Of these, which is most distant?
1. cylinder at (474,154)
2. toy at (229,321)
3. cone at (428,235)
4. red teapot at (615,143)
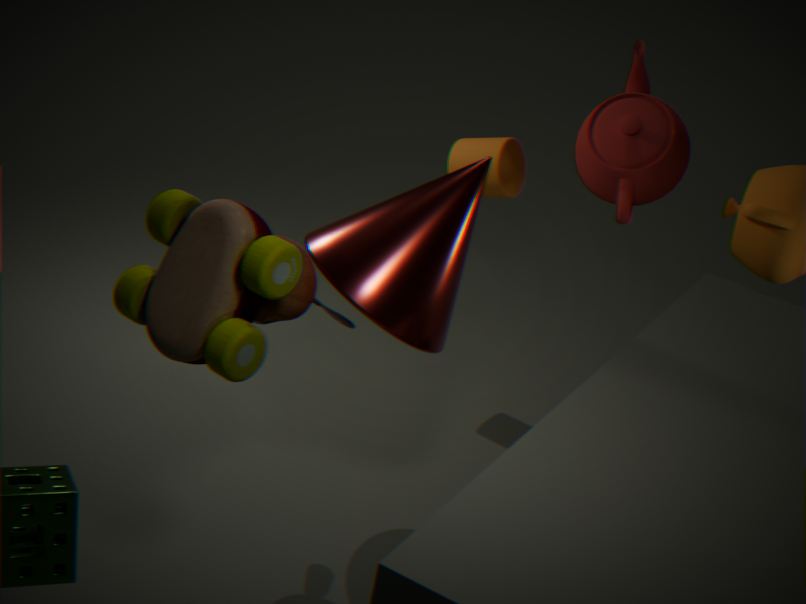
cylinder at (474,154)
